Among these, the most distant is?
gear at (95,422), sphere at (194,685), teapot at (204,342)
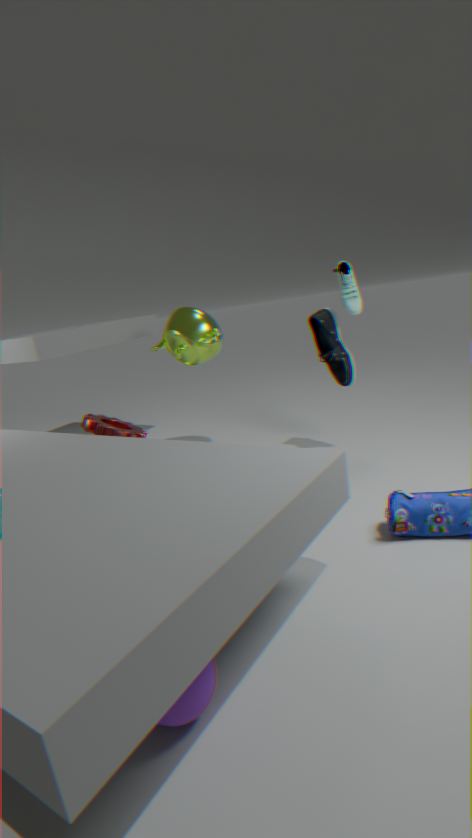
teapot at (204,342)
